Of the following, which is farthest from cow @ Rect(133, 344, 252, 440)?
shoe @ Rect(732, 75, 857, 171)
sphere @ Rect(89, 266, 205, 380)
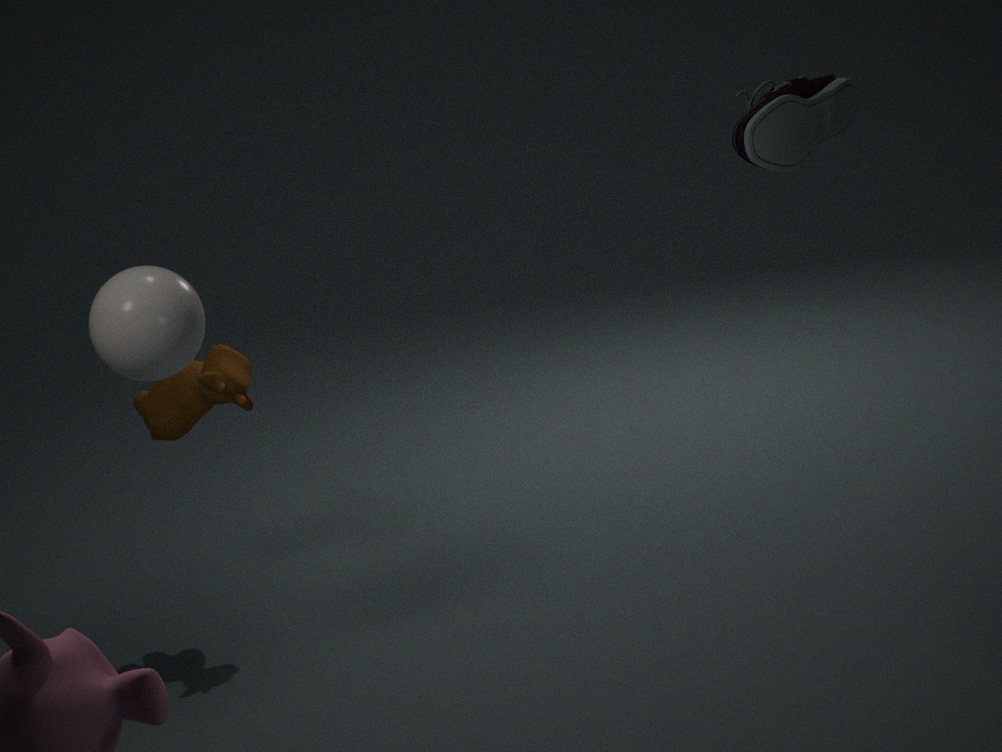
shoe @ Rect(732, 75, 857, 171)
